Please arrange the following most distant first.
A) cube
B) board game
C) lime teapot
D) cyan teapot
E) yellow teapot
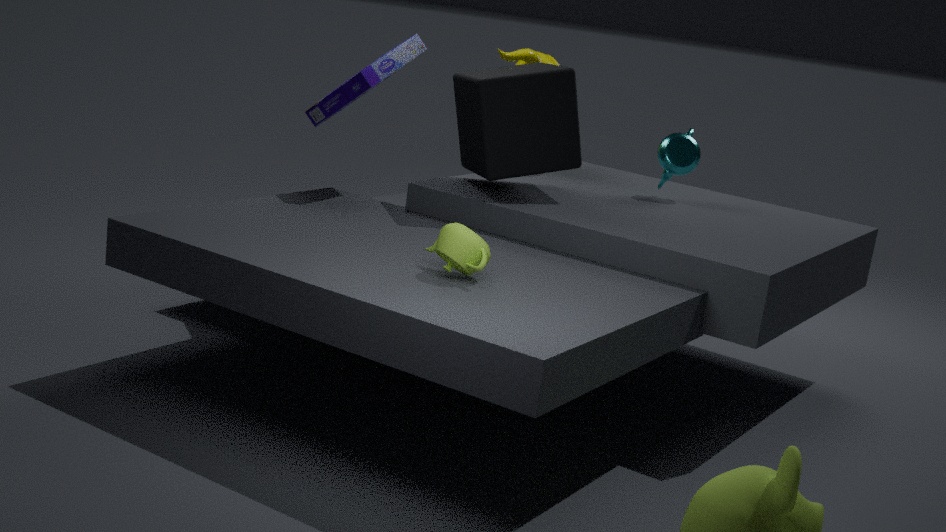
yellow teapot < cyan teapot < board game < cube < lime teapot
